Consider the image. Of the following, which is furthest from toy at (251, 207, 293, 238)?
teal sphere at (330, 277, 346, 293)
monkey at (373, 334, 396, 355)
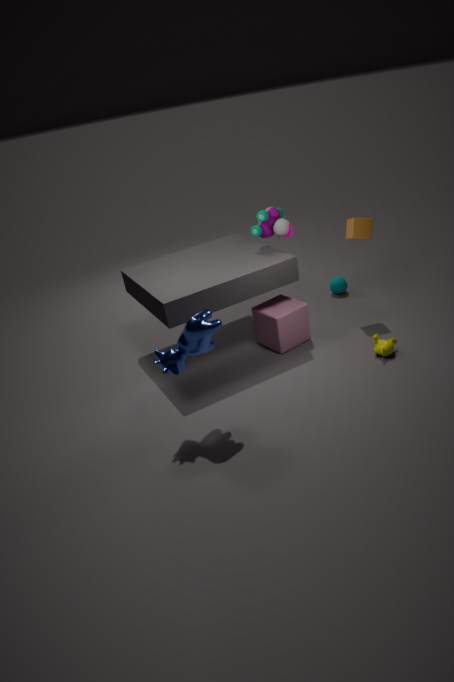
monkey at (373, 334, 396, 355)
